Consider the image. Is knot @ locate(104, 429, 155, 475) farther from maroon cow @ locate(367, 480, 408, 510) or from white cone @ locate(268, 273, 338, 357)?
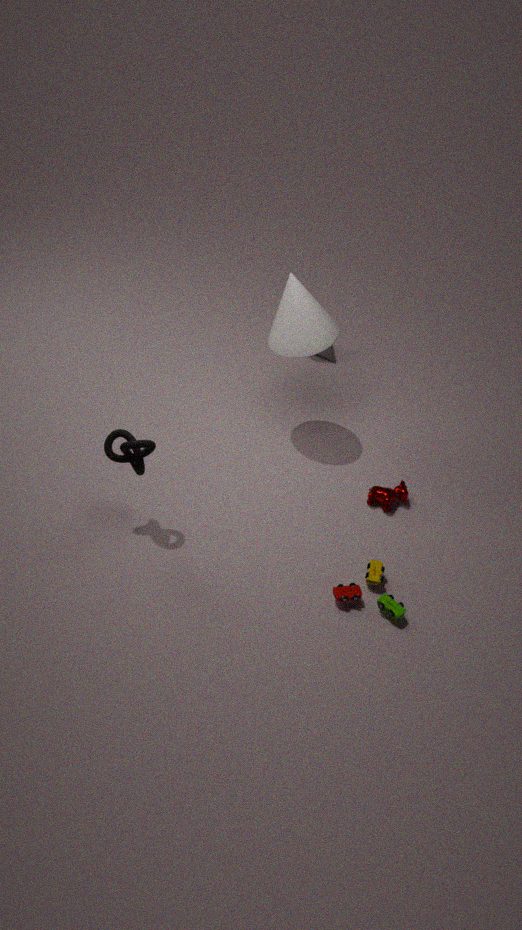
maroon cow @ locate(367, 480, 408, 510)
